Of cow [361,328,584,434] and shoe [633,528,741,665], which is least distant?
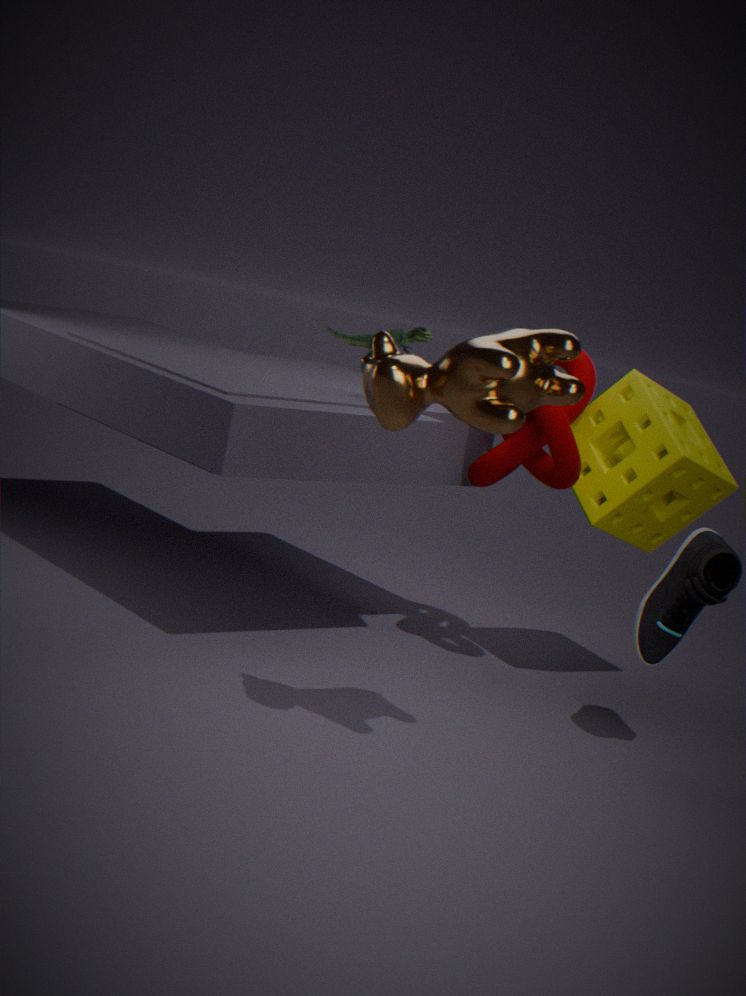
cow [361,328,584,434]
